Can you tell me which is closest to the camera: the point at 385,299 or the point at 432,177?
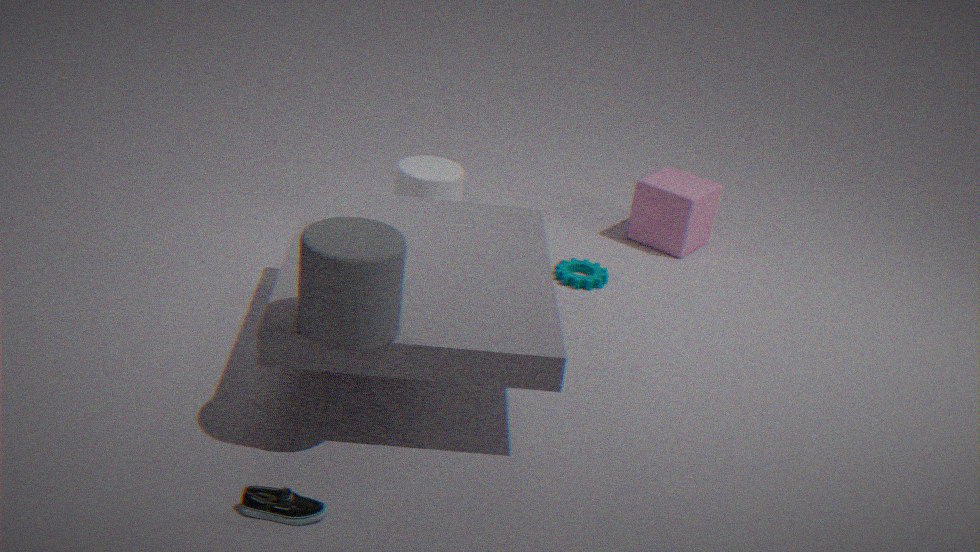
the point at 385,299
